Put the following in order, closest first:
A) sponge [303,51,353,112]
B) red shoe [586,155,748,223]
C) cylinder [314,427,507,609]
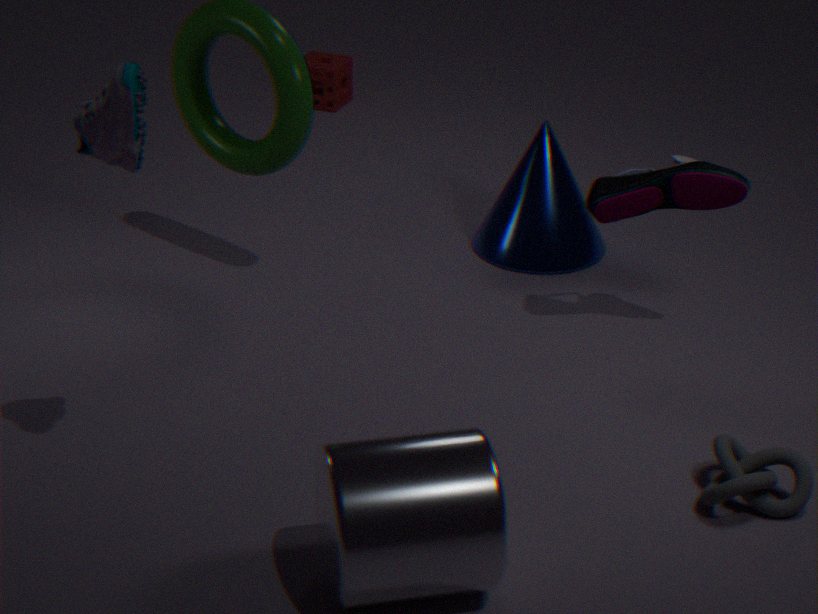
C. cylinder [314,427,507,609], B. red shoe [586,155,748,223], A. sponge [303,51,353,112]
